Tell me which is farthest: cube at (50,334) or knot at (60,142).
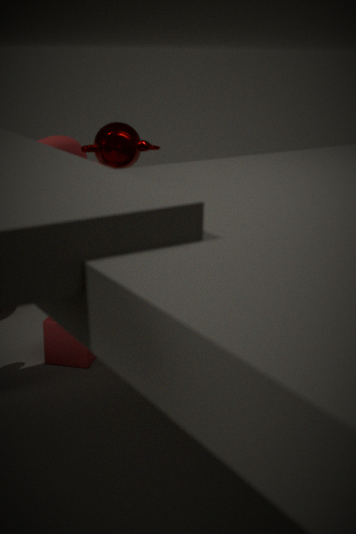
cube at (50,334)
